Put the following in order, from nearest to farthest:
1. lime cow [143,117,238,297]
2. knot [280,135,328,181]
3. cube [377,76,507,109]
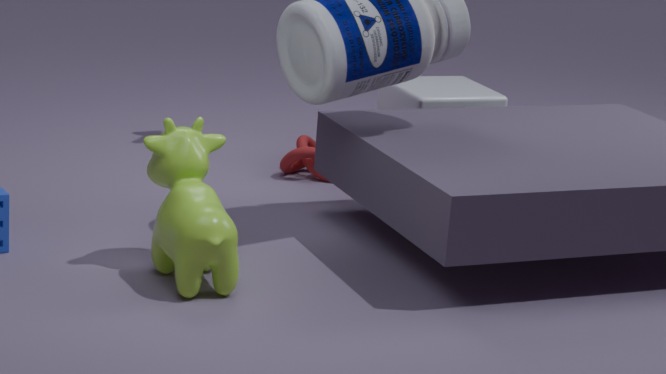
1. lime cow [143,117,238,297]
2. cube [377,76,507,109]
3. knot [280,135,328,181]
